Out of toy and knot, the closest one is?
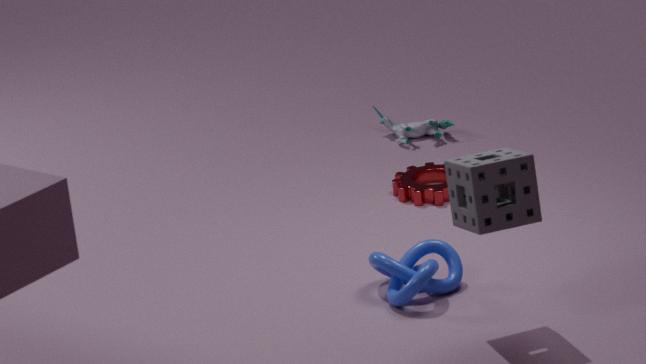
knot
